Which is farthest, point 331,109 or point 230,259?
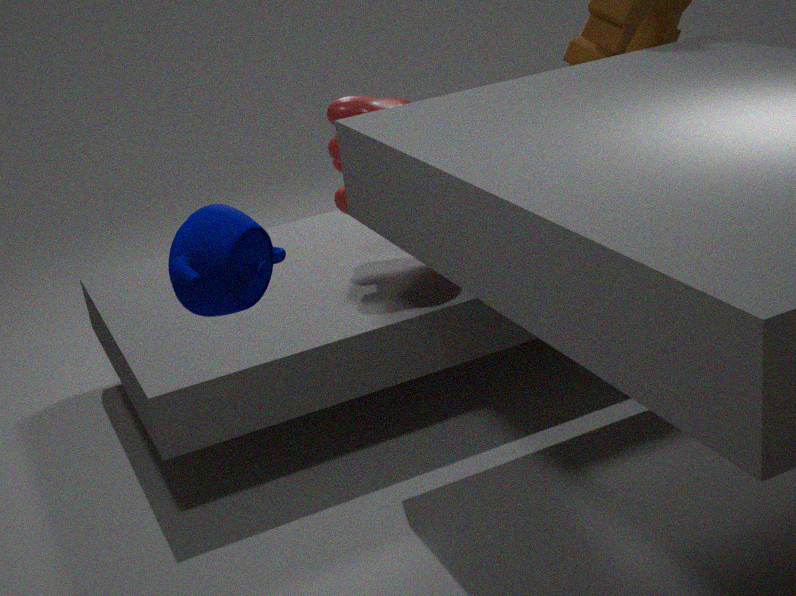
point 331,109
